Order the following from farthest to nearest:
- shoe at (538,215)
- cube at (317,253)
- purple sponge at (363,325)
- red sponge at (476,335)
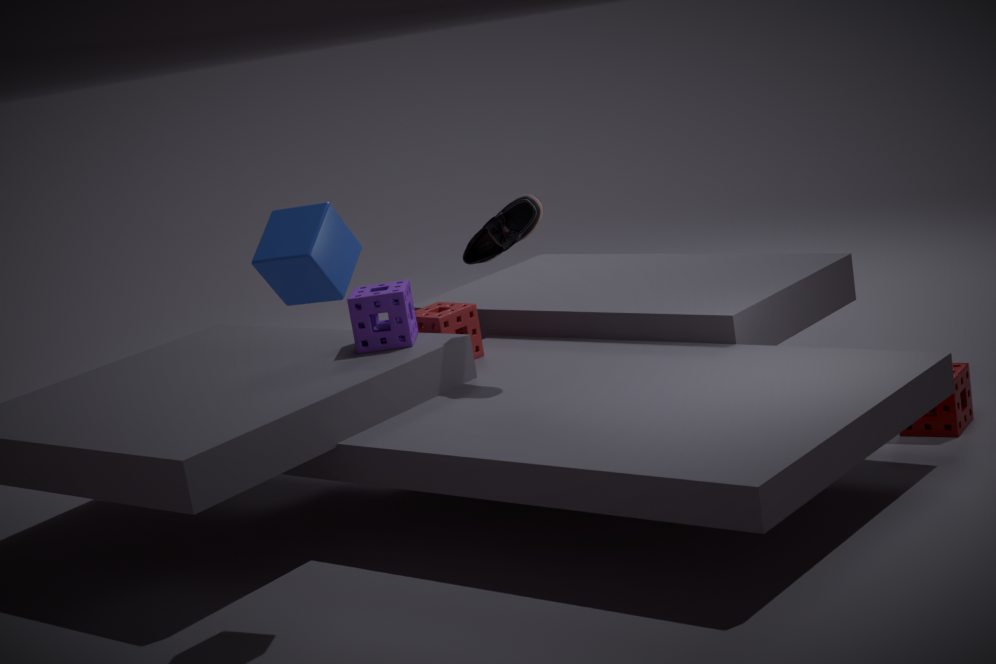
red sponge at (476,335) → purple sponge at (363,325) → shoe at (538,215) → cube at (317,253)
